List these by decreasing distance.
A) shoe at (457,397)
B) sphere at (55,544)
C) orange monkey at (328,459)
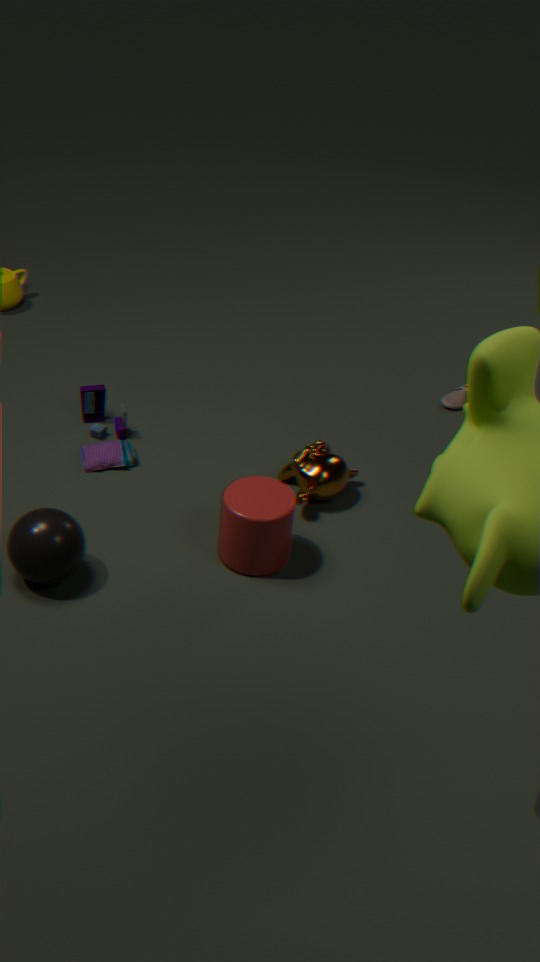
shoe at (457,397), orange monkey at (328,459), sphere at (55,544)
